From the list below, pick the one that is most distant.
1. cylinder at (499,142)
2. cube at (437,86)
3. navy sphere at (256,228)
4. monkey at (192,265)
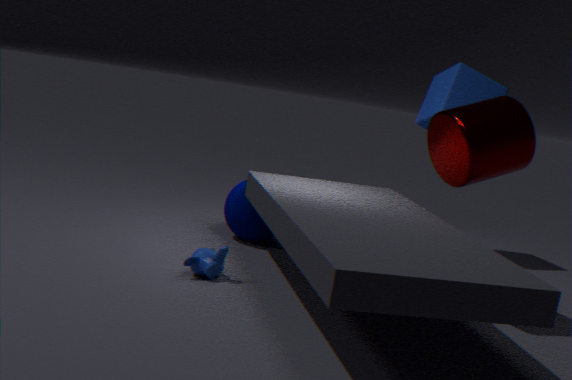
cube at (437,86)
